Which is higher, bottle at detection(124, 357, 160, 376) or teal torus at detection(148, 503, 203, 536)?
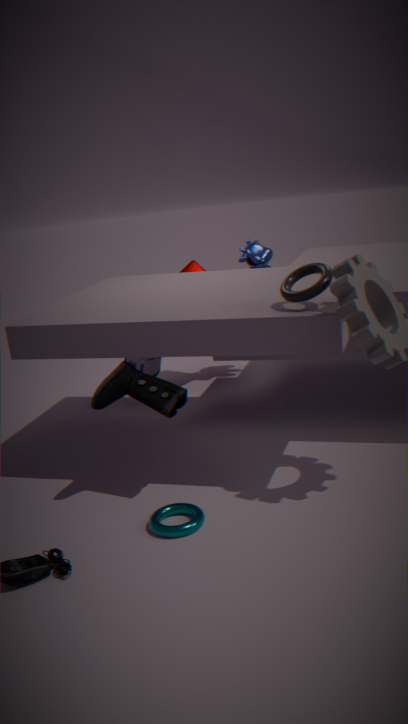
bottle at detection(124, 357, 160, 376)
